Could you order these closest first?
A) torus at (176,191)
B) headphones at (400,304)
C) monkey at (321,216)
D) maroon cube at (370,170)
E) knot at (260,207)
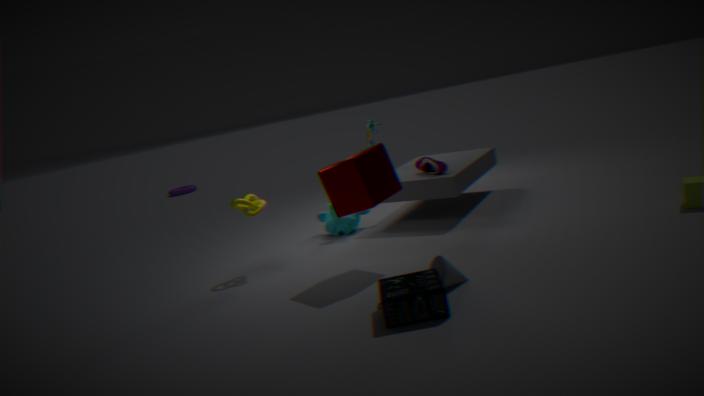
headphones at (400,304) < maroon cube at (370,170) < knot at (260,207) < monkey at (321,216) < torus at (176,191)
